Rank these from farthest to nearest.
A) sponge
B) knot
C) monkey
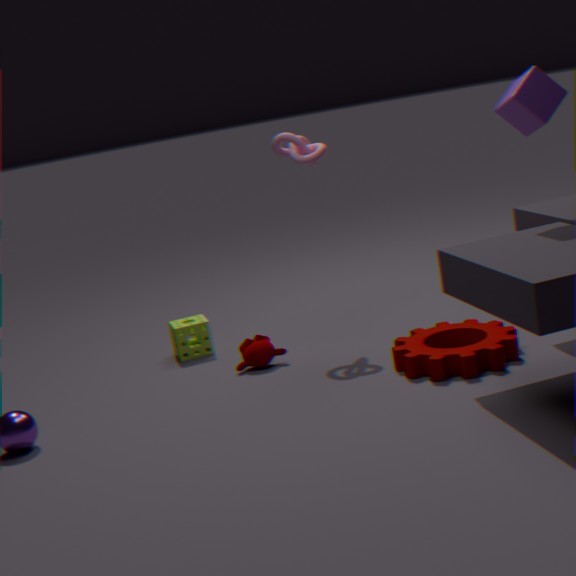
sponge → knot → monkey
